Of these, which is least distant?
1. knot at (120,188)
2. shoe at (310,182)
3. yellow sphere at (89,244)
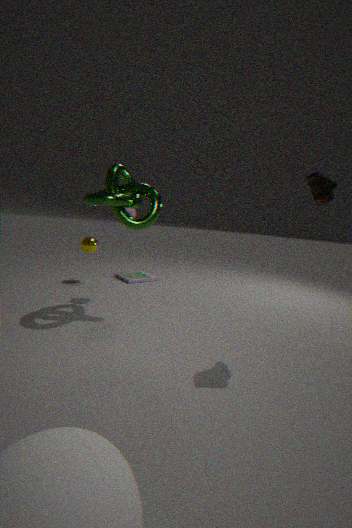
shoe at (310,182)
